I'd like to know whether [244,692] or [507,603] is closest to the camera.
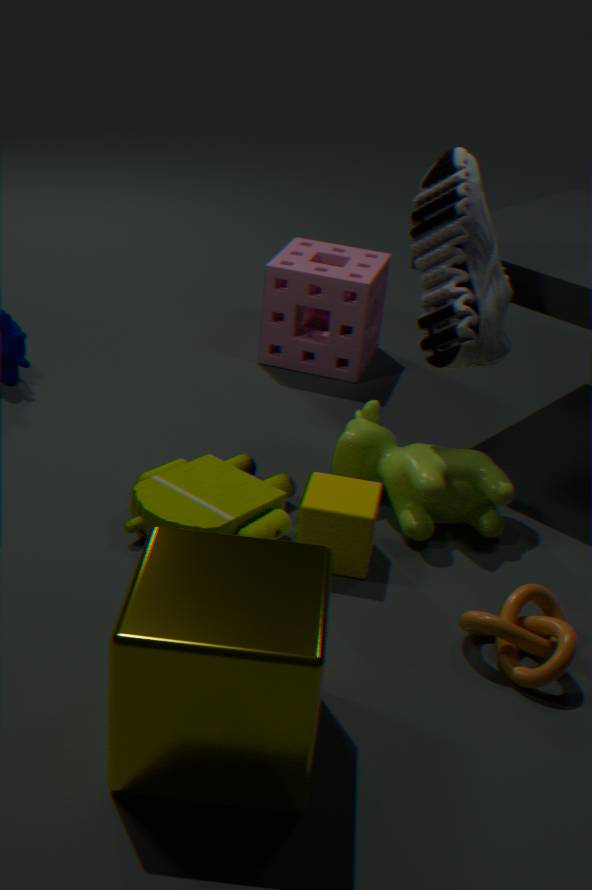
[244,692]
